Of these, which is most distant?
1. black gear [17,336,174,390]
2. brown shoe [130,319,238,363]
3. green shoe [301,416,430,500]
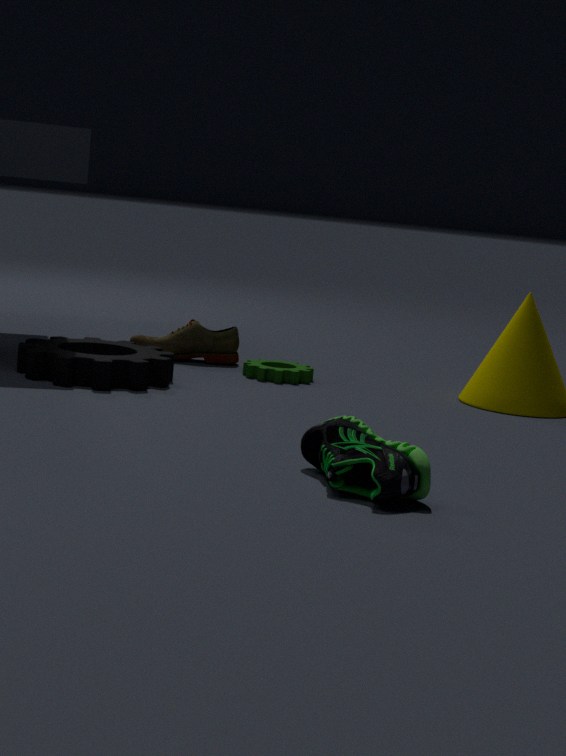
brown shoe [130,319,238,363]
